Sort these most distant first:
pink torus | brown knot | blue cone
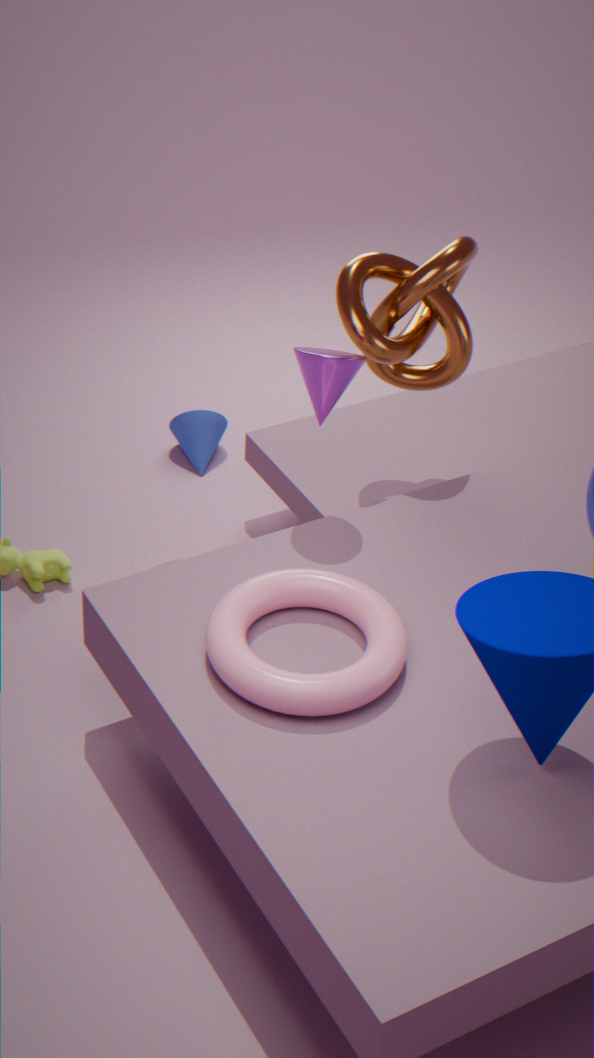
blue cone, brown knot, pink torus
